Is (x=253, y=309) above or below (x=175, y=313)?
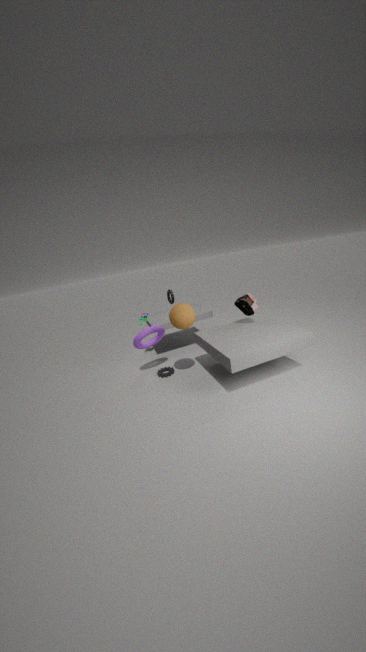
below
